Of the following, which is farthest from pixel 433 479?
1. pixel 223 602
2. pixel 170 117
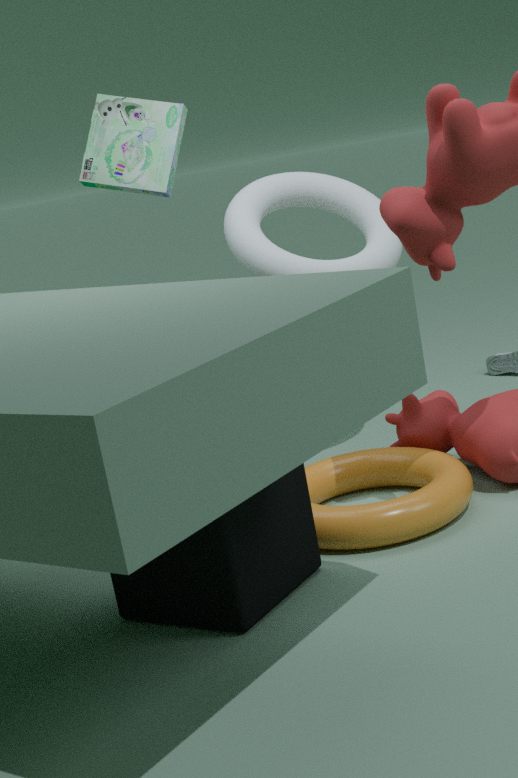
pixel 170 117
